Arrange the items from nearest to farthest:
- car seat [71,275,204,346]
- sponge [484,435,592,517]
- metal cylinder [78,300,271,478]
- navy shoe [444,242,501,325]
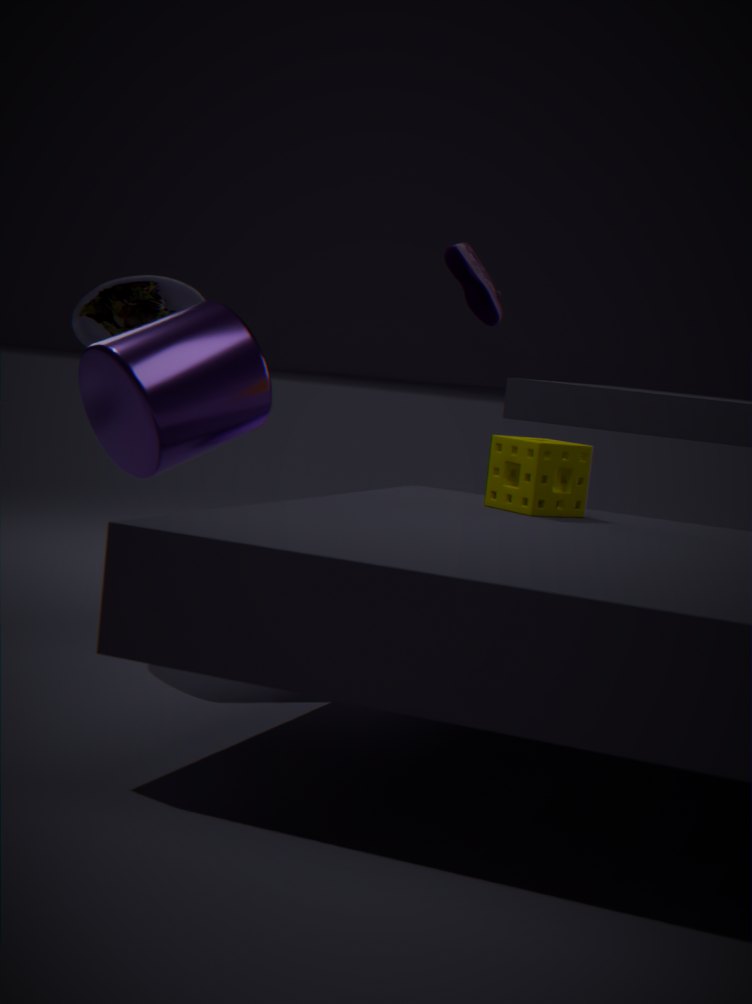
metal cylinder [78,300,271,478]
sponge [484,435,592,517]
car seat [71,275,204,346]
navy shoe [444,242,501,325]
